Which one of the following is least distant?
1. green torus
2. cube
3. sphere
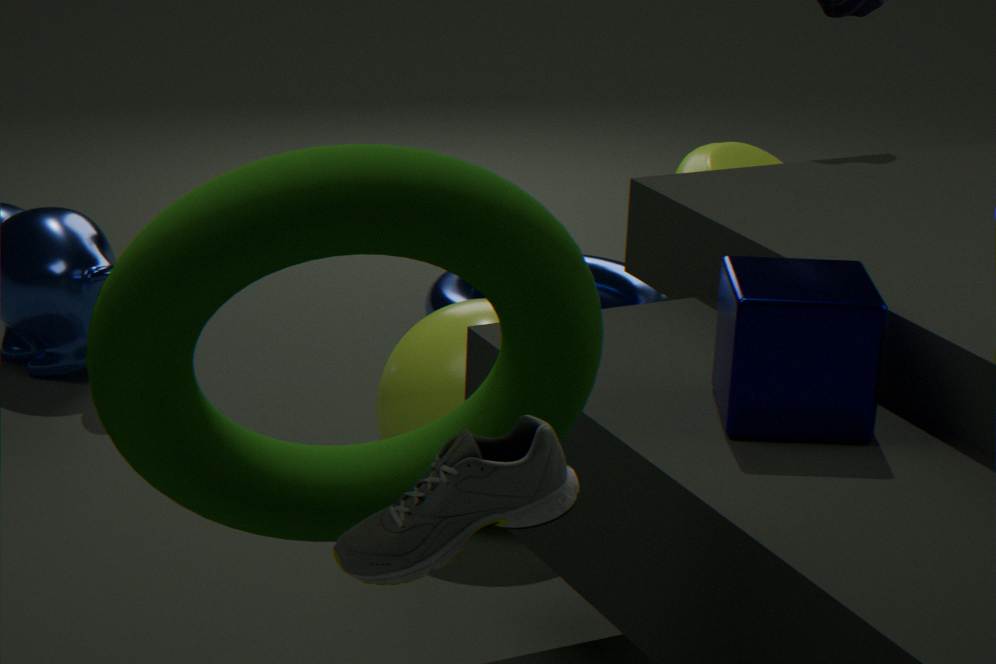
green torus
